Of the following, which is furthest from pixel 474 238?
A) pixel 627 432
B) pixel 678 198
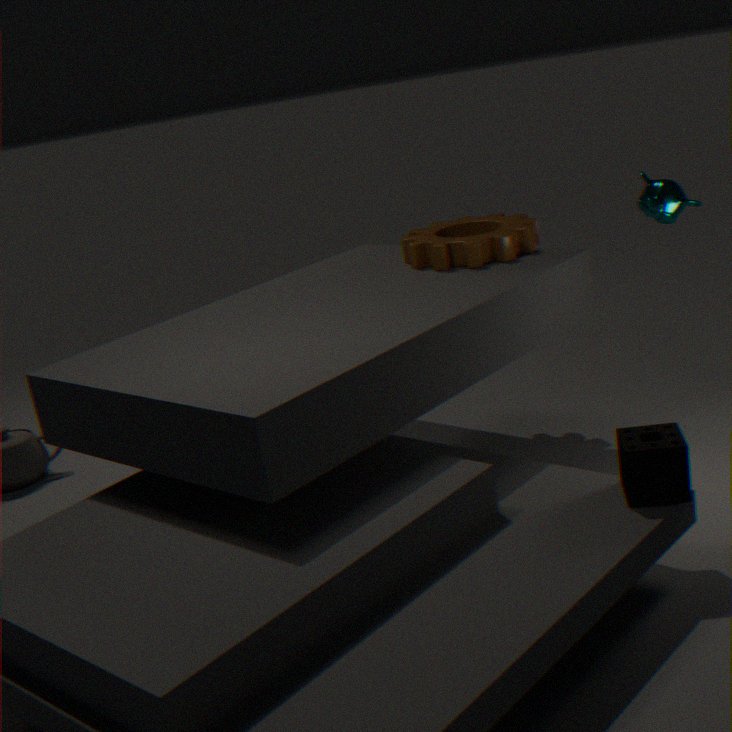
pixel 627 432
